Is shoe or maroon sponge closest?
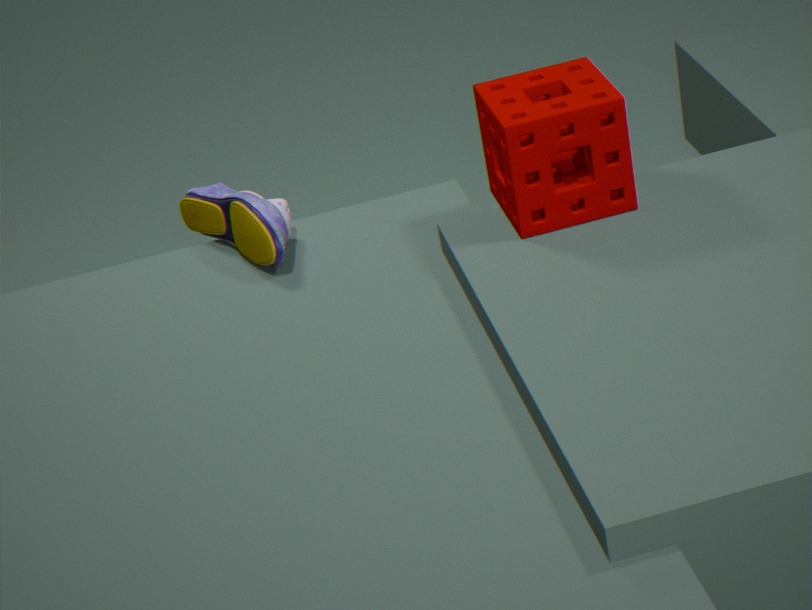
maroon sponge
